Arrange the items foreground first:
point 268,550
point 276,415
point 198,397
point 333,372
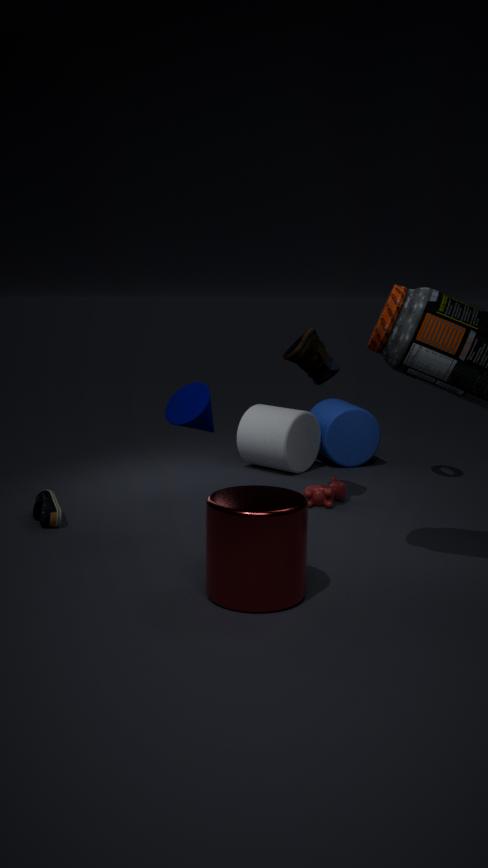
point 268,550 < point 198,397 < point 333,372 < point 276,415
